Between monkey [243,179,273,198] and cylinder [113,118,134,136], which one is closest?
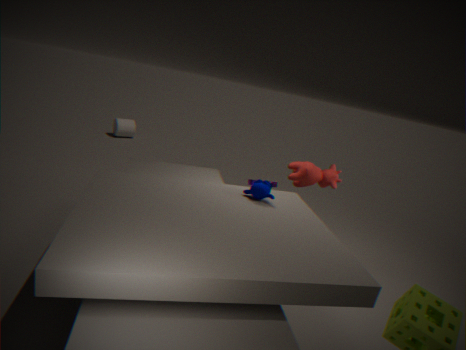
monkey [243,179,273,198]
